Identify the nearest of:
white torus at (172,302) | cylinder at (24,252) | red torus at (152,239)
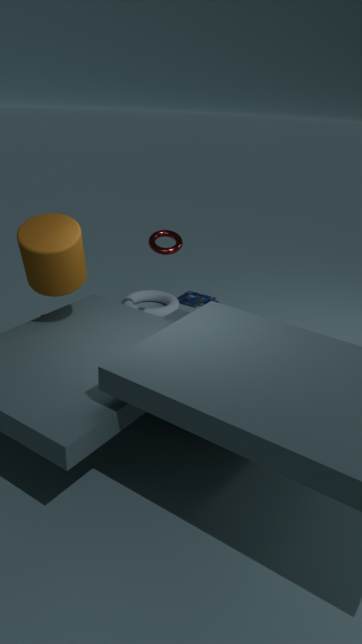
cylinder at (24,252)
